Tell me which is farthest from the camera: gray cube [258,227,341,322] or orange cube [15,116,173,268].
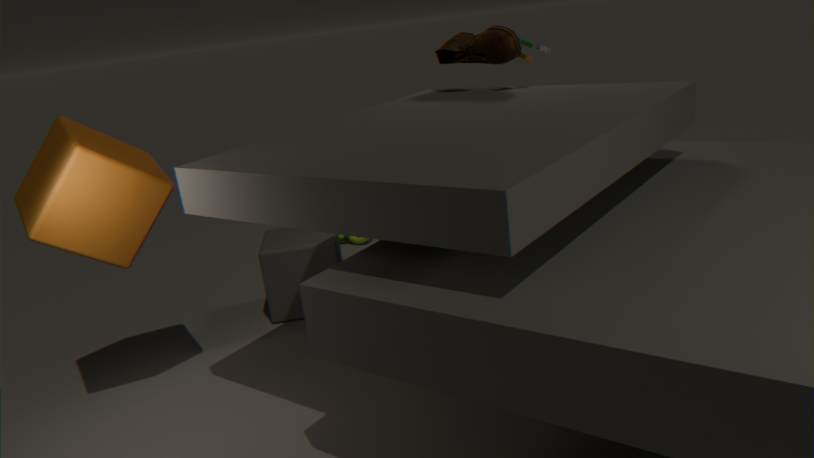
gray cube [258,227,341,322]
